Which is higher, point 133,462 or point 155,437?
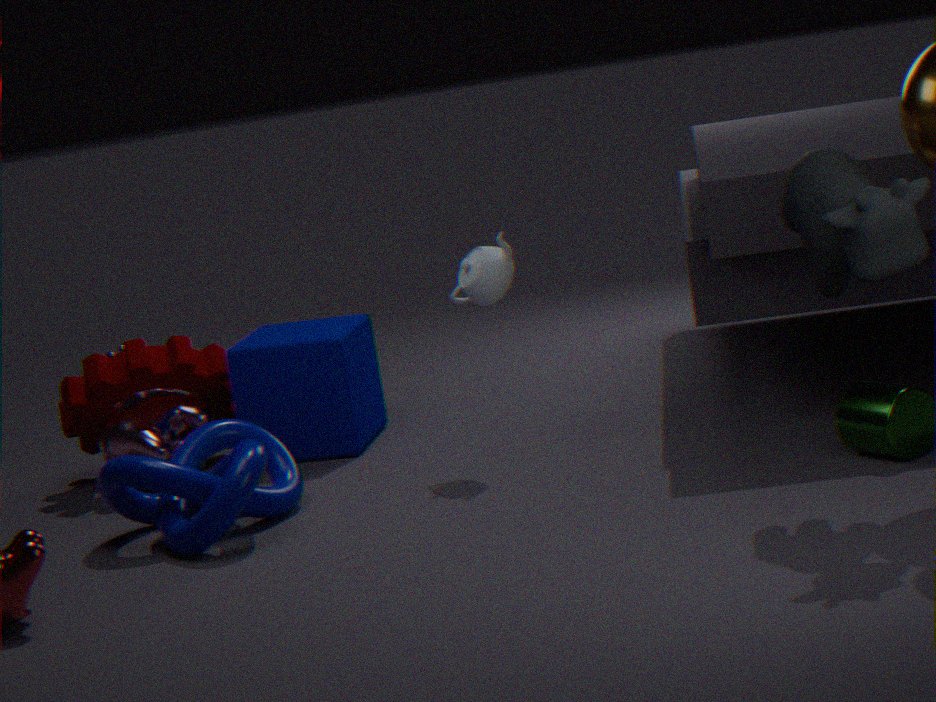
point 155,437
